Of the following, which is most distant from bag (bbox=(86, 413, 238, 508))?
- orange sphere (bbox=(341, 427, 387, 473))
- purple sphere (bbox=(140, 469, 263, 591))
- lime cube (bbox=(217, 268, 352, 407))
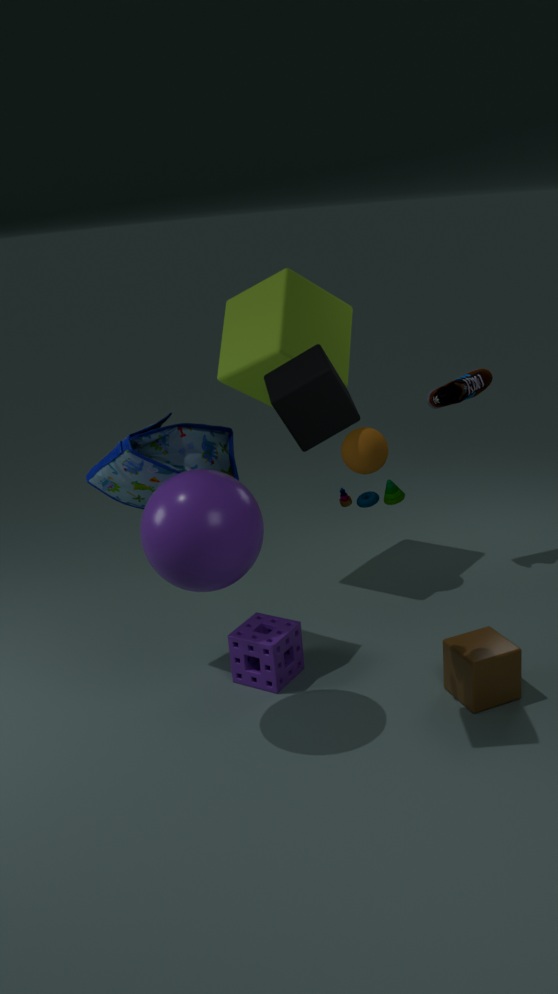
orange sphere (bbox=(341, 427, 387, 473))
